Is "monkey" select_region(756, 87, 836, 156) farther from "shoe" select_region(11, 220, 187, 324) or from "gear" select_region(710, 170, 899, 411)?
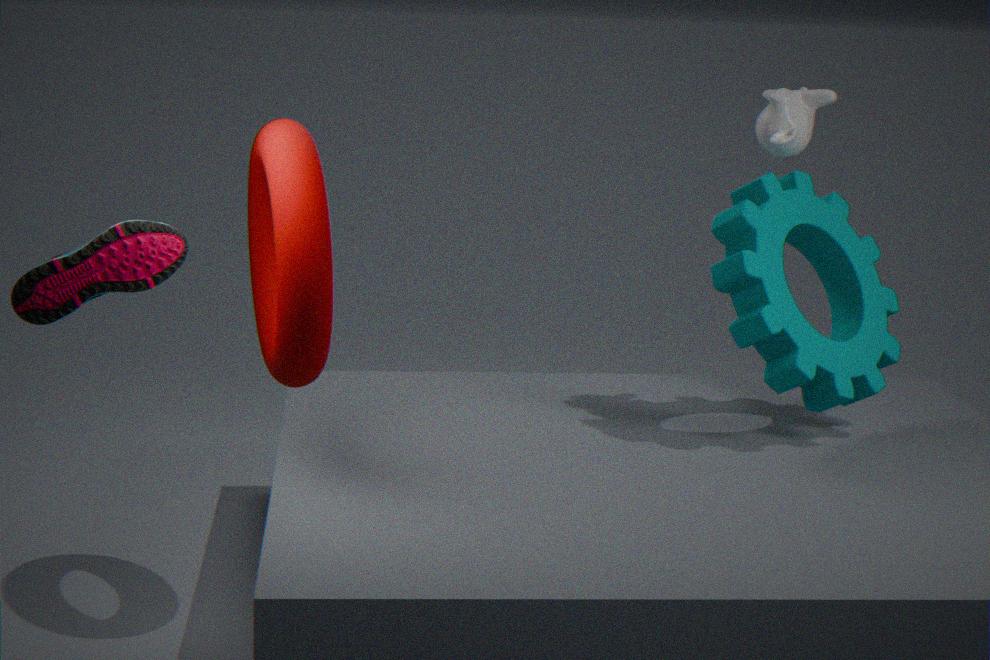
"shoe" select_region(11, 220, 187, 324)
